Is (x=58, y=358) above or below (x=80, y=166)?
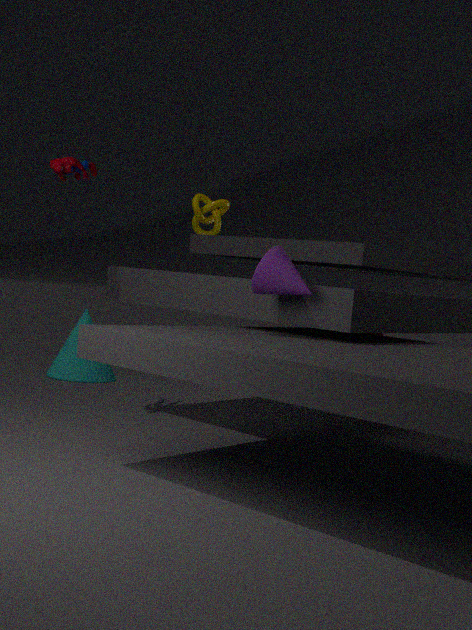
below
